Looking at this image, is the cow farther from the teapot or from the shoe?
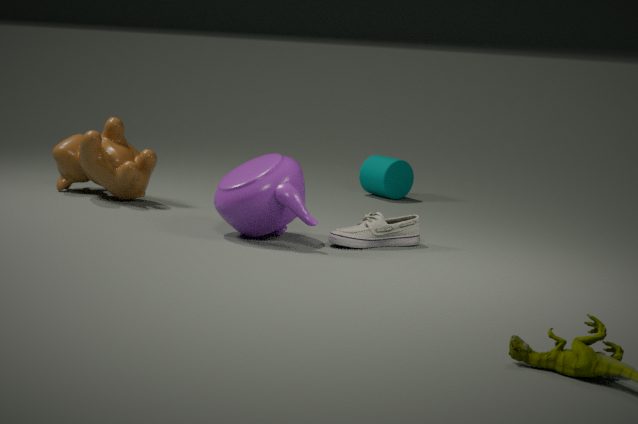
the shoe
